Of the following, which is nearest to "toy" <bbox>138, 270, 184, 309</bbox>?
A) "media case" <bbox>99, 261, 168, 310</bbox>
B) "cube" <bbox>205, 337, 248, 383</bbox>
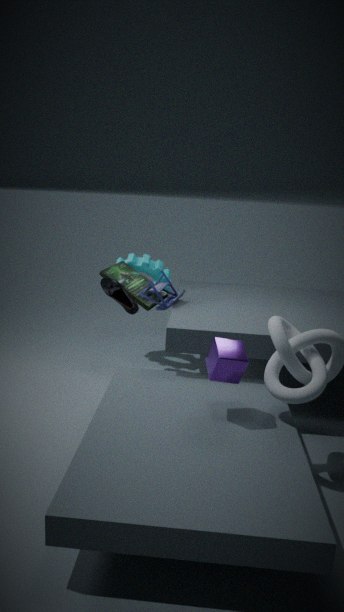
"media case" <bbox>99, 261, 168, 310</bbox>
